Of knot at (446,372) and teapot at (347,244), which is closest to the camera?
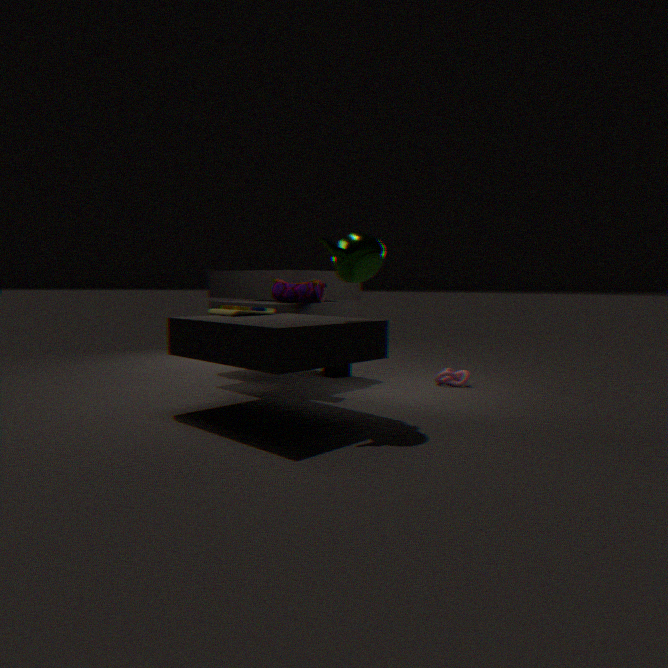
teapot at (347,244)
